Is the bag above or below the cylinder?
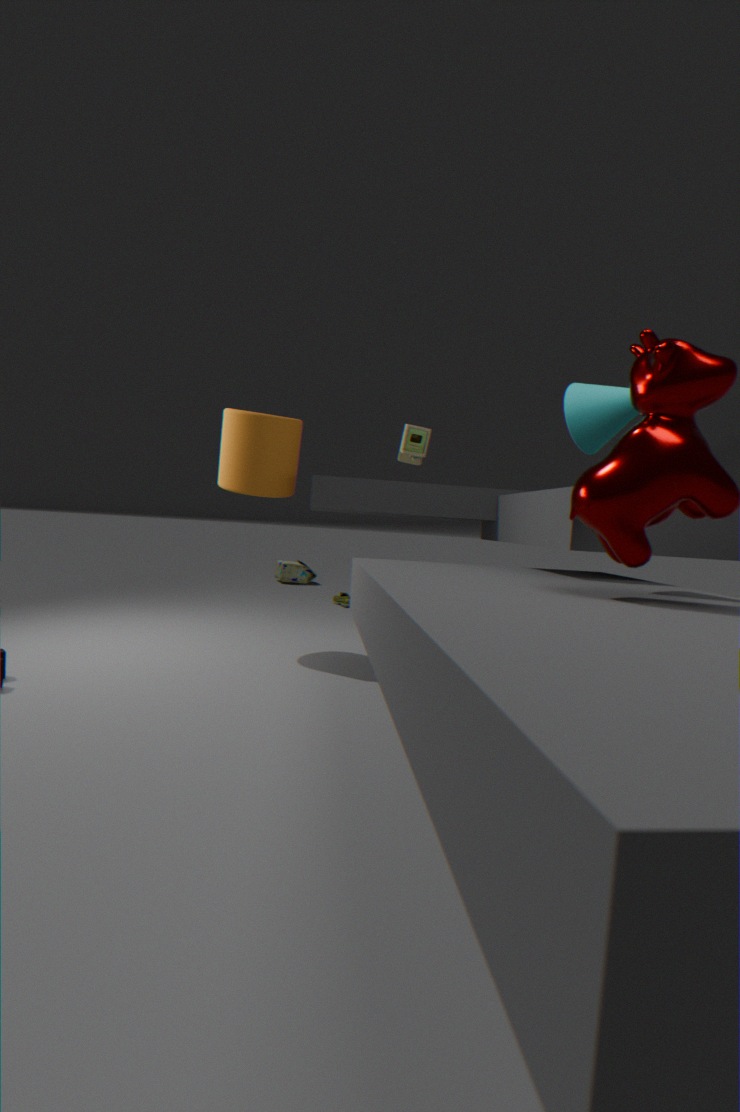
below
